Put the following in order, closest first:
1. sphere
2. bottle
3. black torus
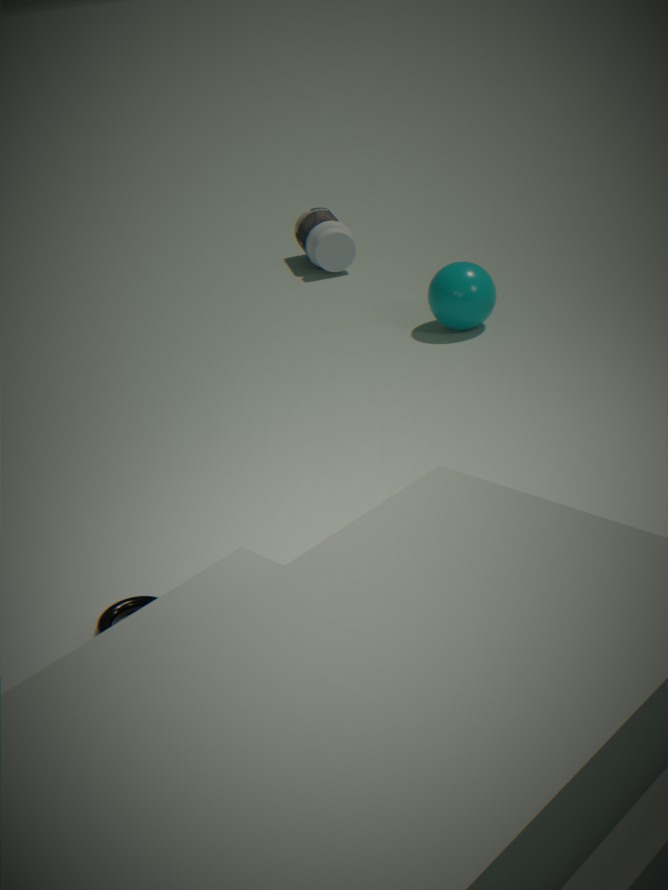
black torus
sphere
bottle
